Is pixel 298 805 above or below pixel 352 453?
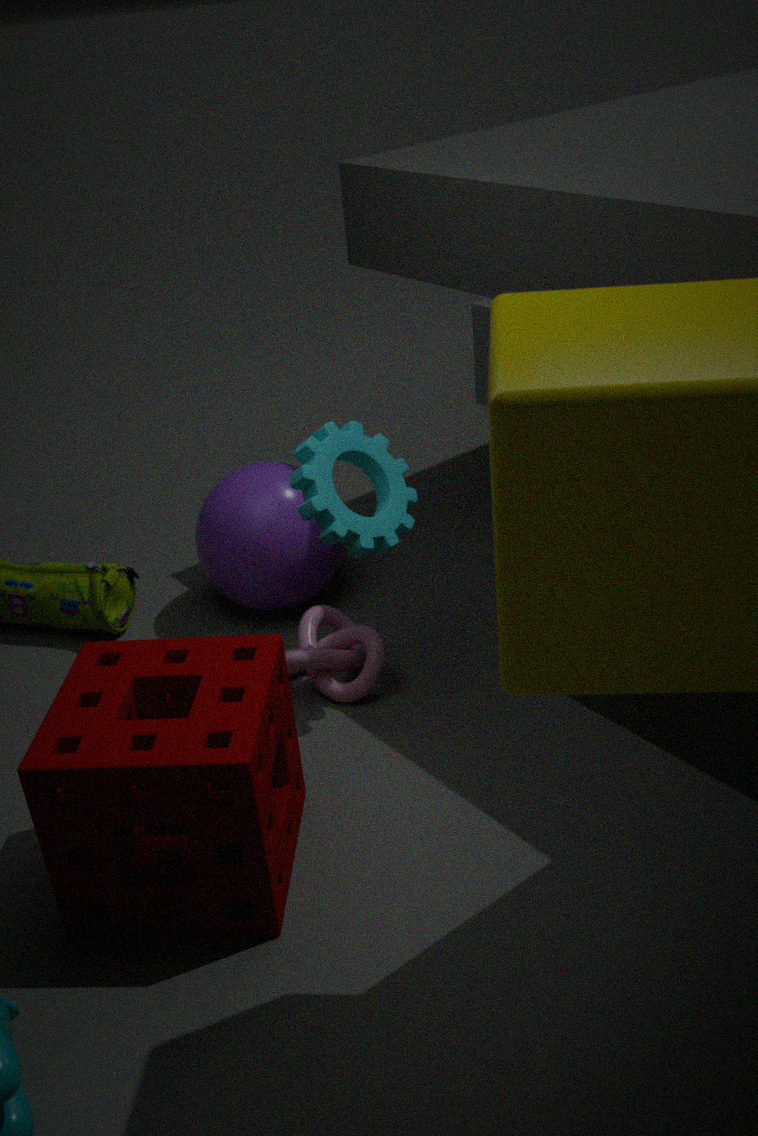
below
